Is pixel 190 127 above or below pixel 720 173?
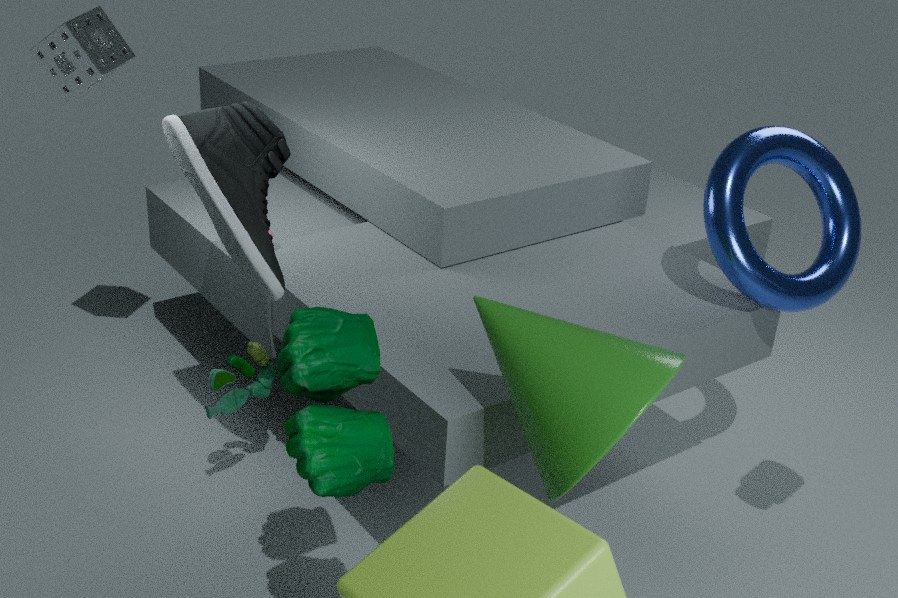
above
